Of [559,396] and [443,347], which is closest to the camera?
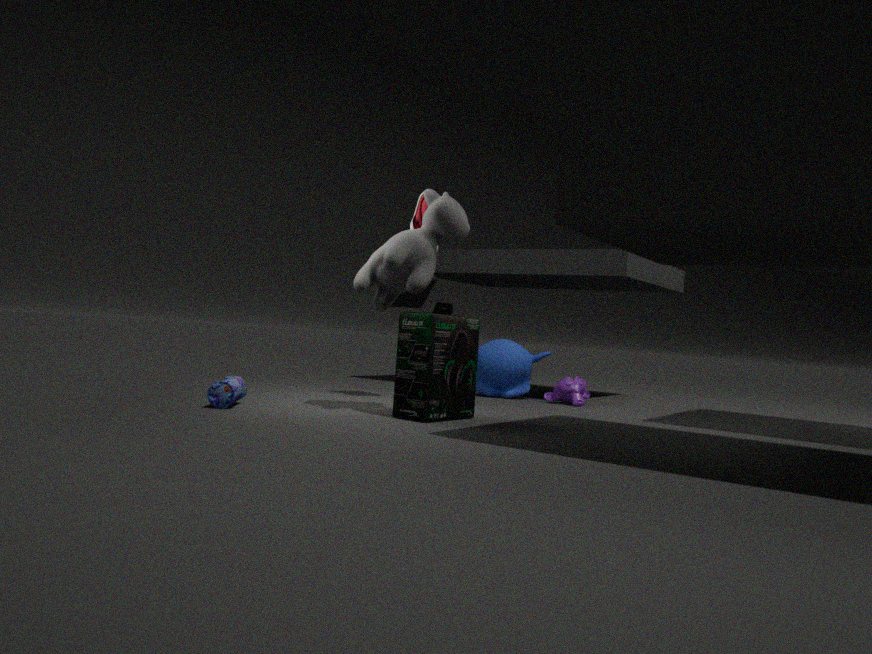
[443,347]
